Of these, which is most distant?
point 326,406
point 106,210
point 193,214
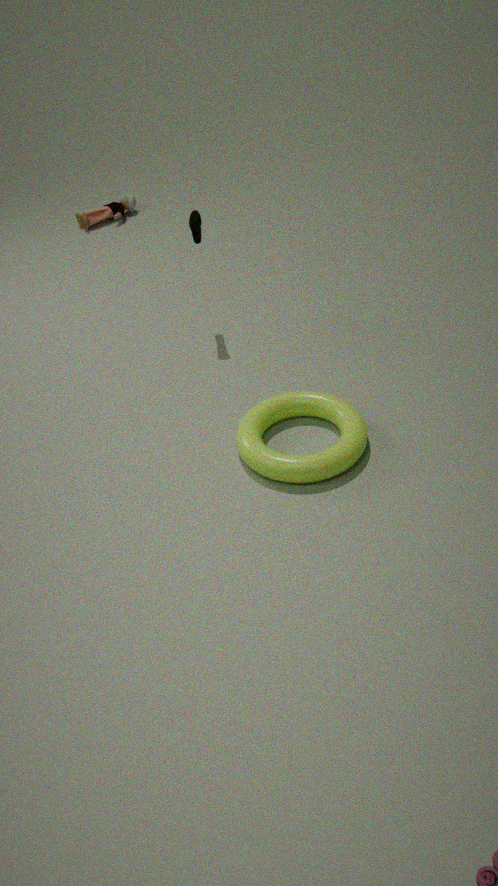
point 106,210
